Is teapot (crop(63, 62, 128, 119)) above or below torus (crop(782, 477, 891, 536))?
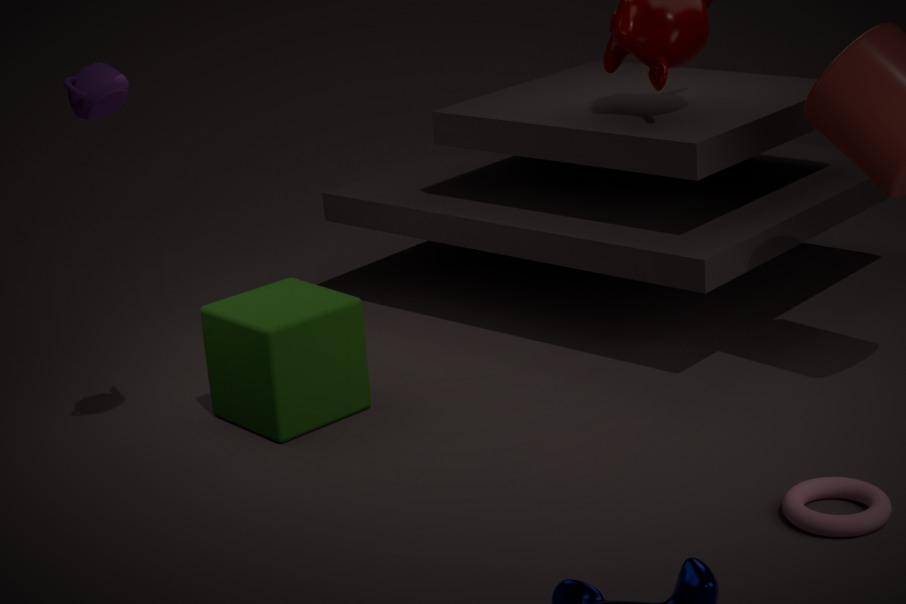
above
